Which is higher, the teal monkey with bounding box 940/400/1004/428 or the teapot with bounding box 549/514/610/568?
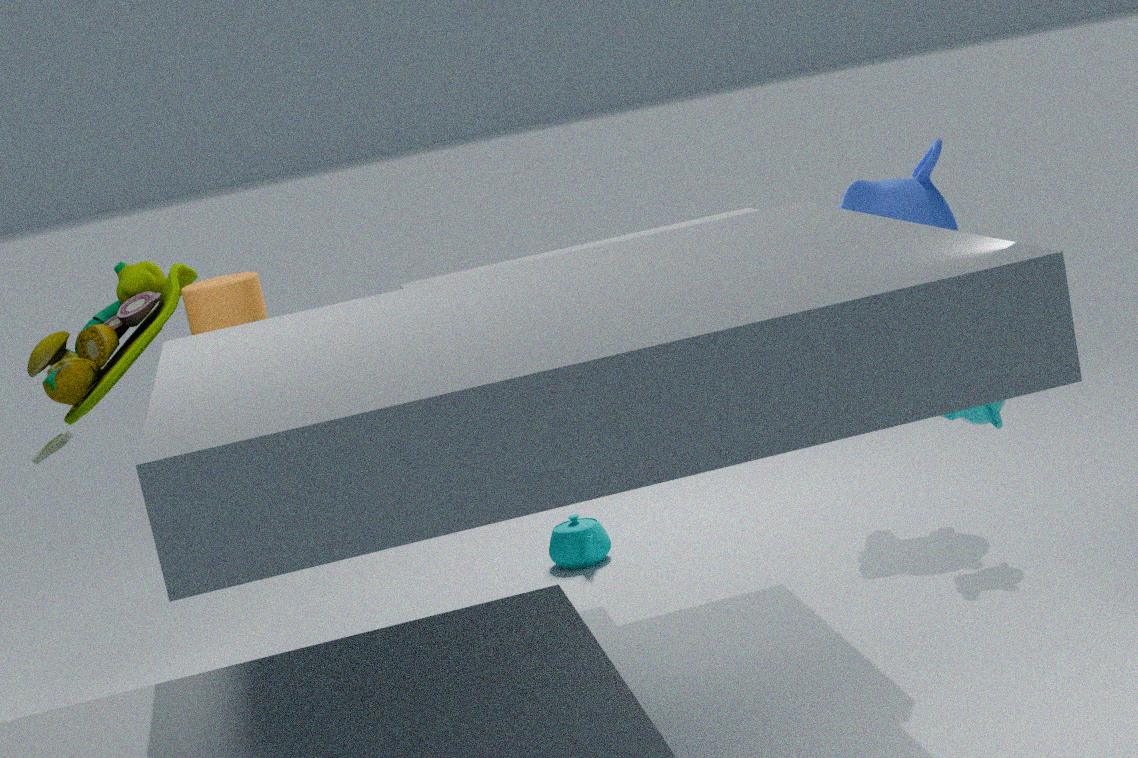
the teal monkey with bounding box 940/400/1004/428
